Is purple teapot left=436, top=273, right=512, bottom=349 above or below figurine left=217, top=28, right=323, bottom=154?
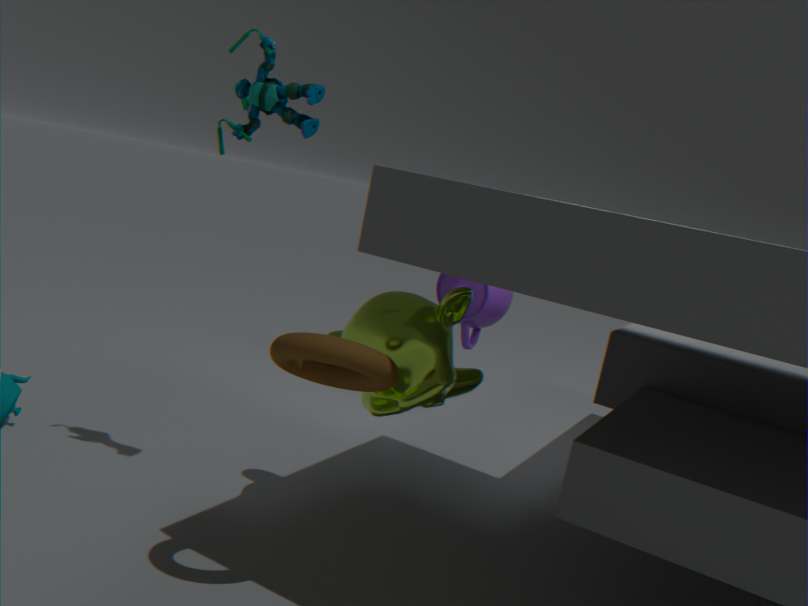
below
